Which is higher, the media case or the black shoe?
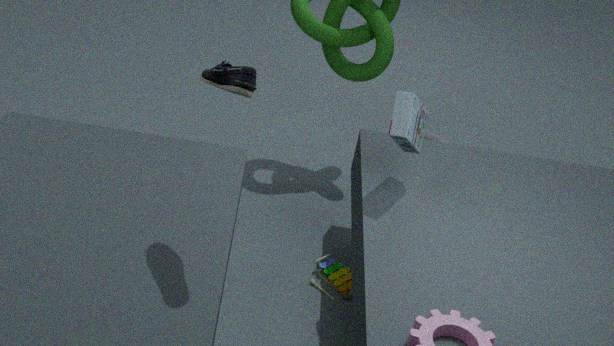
the black shoe
